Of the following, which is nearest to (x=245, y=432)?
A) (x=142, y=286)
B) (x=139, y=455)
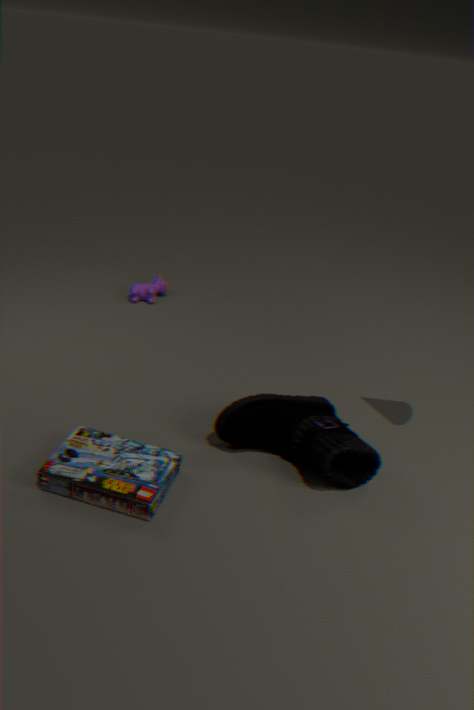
(x=139, y=455)
